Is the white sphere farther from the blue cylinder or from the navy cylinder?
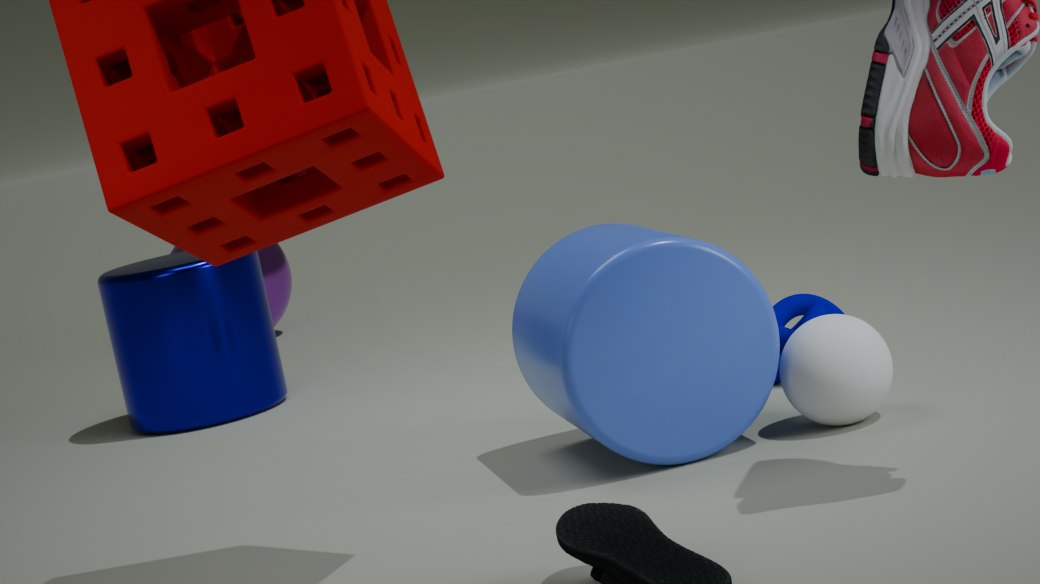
the navy cylinder
